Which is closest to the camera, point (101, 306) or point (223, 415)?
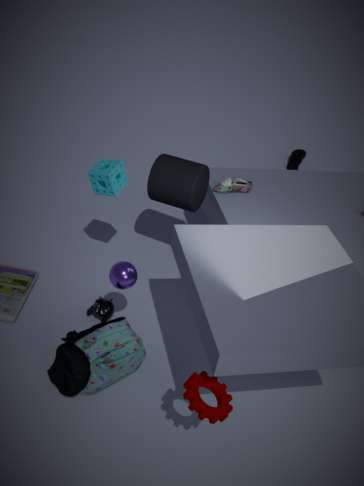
point (223, 415)
